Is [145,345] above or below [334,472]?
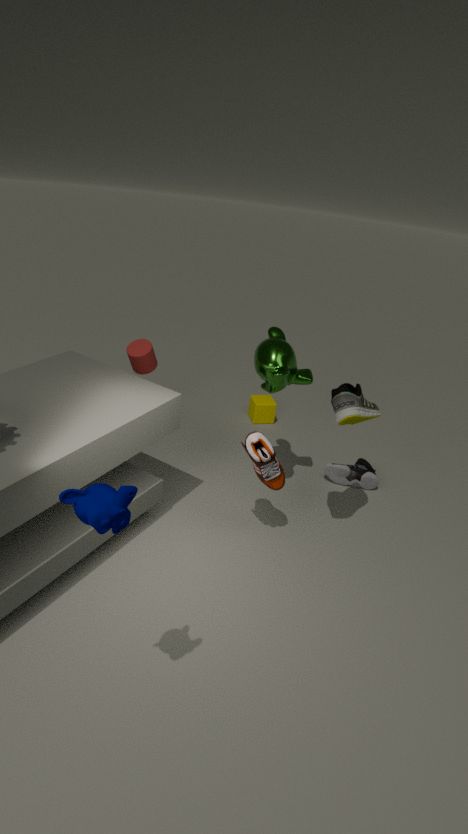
above
